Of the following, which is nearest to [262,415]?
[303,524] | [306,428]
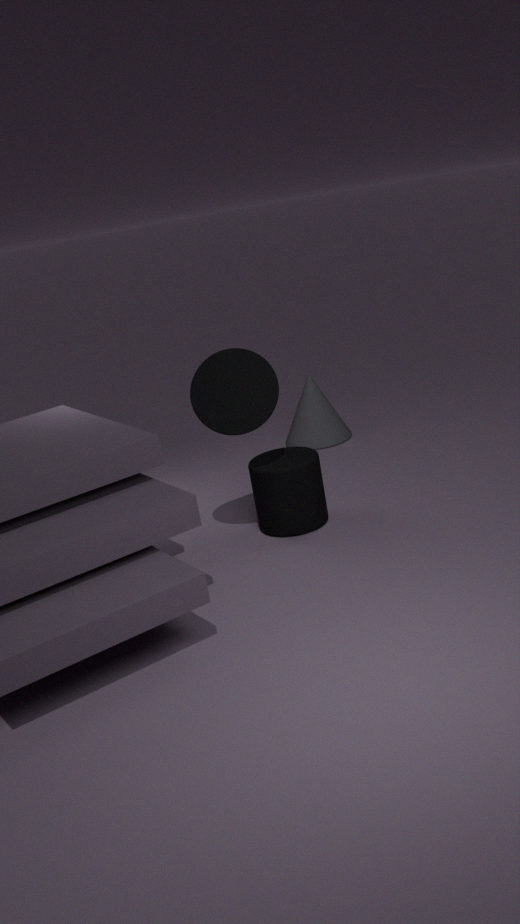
[303,524]
